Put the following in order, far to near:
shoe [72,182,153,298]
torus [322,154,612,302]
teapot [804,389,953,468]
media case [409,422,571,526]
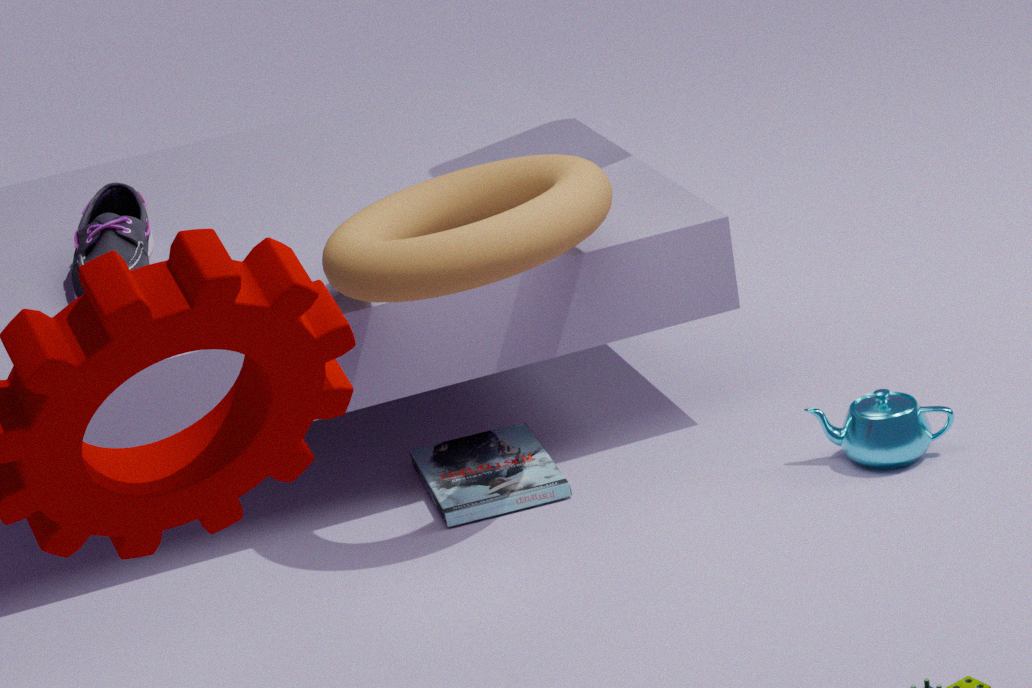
1. shoe [72,182,153,298]
2. media case [409,422,571,526]
3. teapot [804,389,953,468]
4. torus [322,154,612,302]
